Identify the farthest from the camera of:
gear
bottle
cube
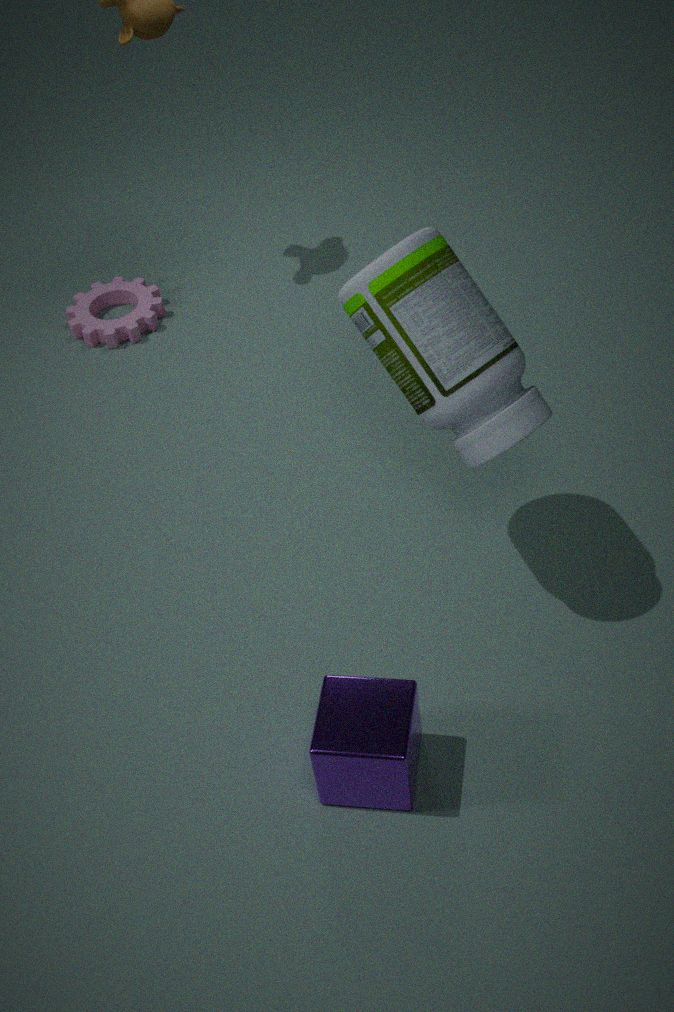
gear
